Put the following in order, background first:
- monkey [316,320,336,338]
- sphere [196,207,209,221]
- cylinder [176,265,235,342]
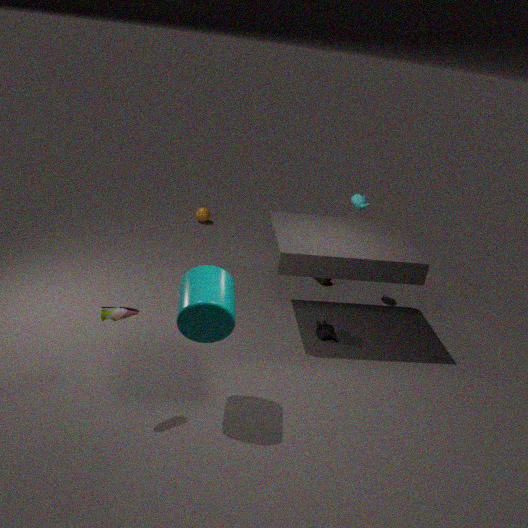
sphere [196,207,209,221]
monkey [316,320,336,338]
cylinder [176,265,235,342]
